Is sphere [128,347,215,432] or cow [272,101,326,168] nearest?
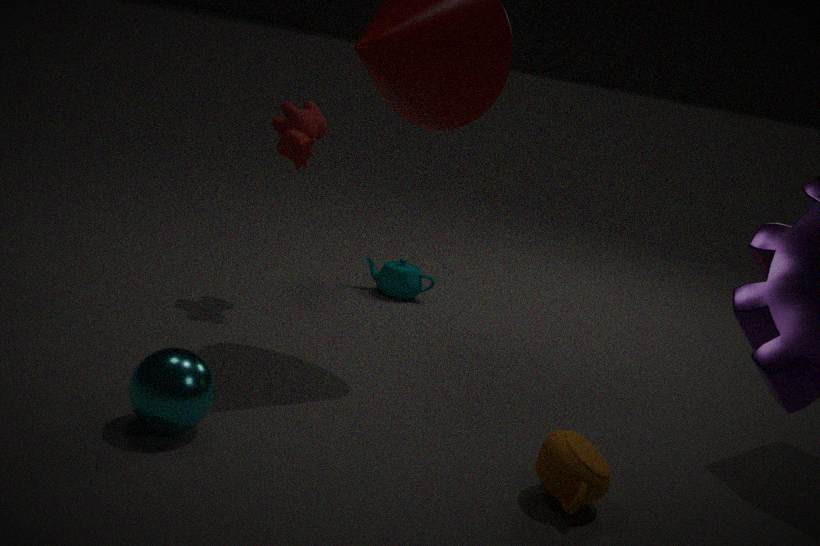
sphere [128,347,215,432]
